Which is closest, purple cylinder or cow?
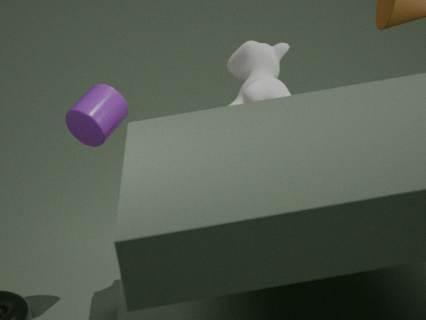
cow
